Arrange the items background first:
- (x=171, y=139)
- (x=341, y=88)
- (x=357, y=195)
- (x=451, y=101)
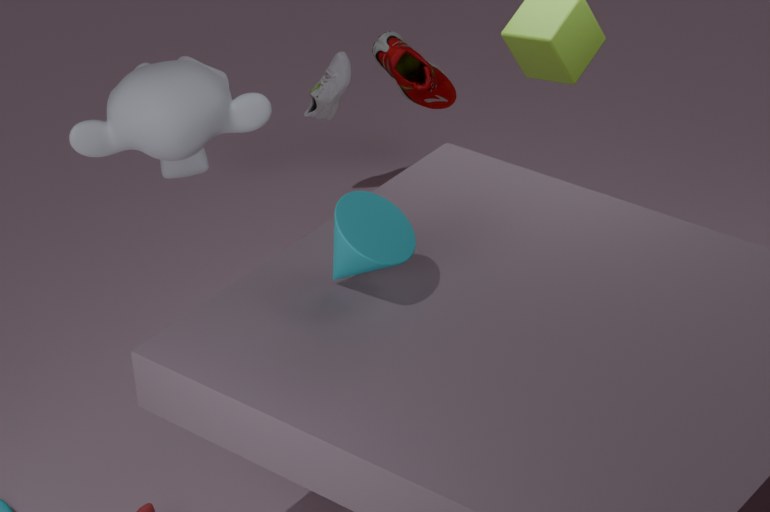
(x=451, y=101), (x=341, y=88), (x=171, y=139), (x=357, y=195)
